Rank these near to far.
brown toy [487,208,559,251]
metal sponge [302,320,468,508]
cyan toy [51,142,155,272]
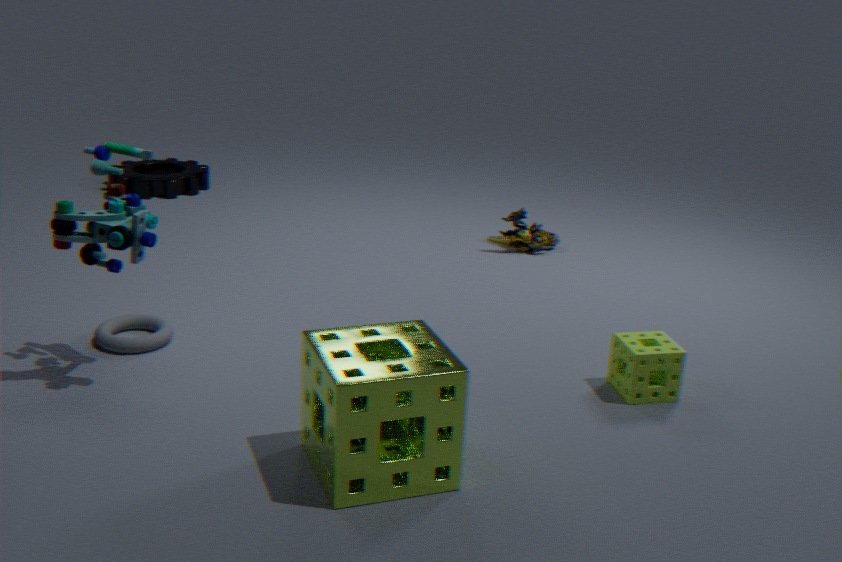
metal sponge [302,320,468,508] → cyan toy [51,142,155,272] → brown toy [487,208,559,251]
